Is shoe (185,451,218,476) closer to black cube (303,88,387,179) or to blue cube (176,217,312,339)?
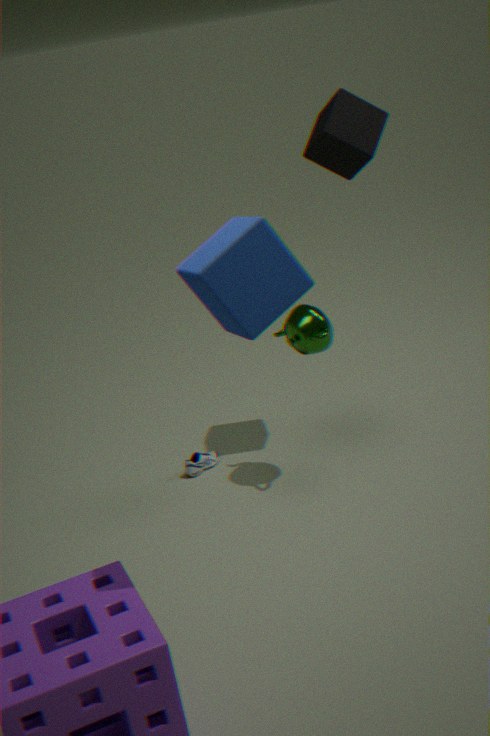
black cube (303,88,387,179)
